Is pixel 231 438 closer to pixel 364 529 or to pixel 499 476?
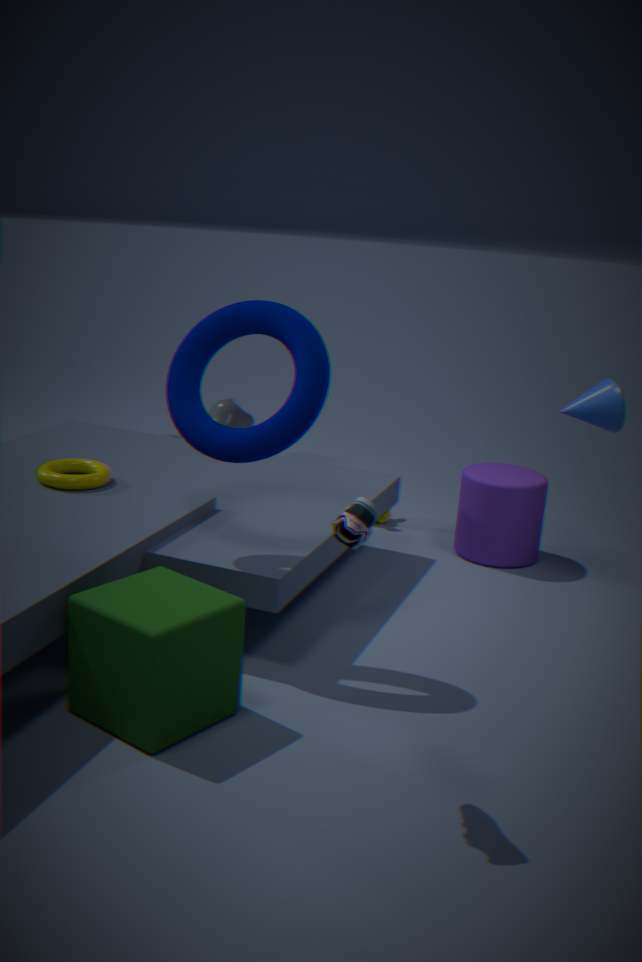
pixel 364 529
